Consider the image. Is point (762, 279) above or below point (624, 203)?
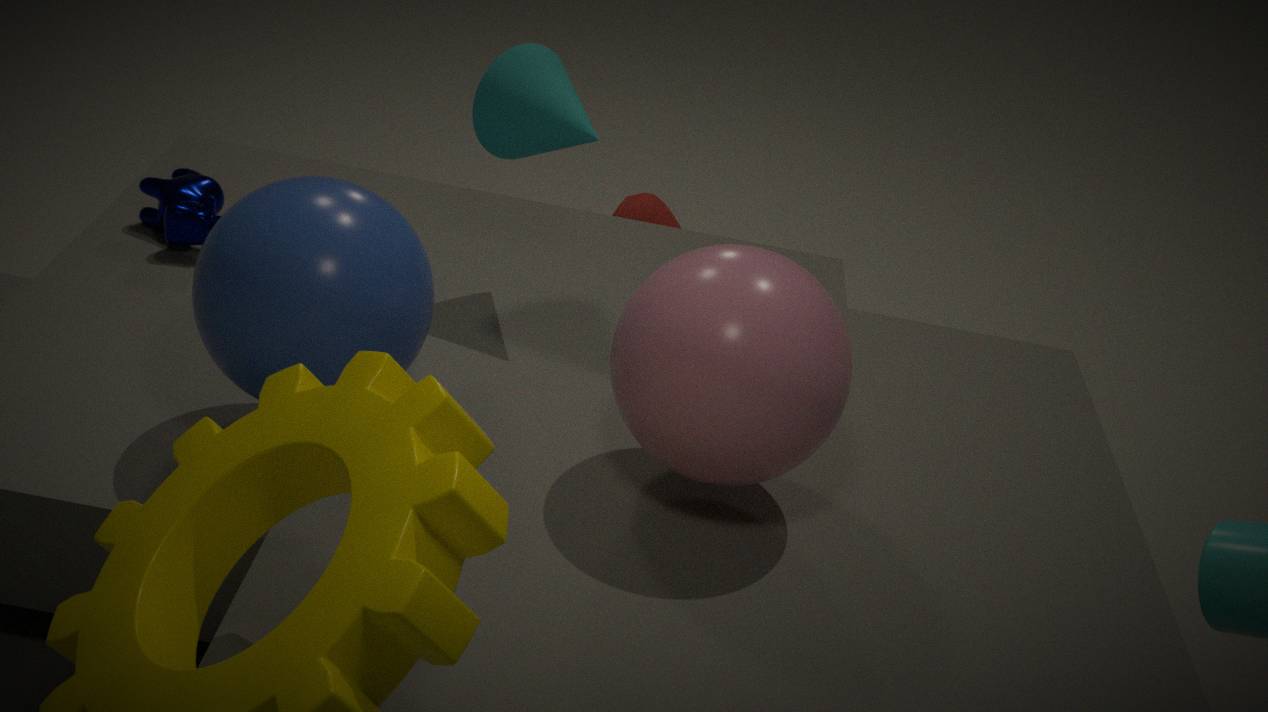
above
